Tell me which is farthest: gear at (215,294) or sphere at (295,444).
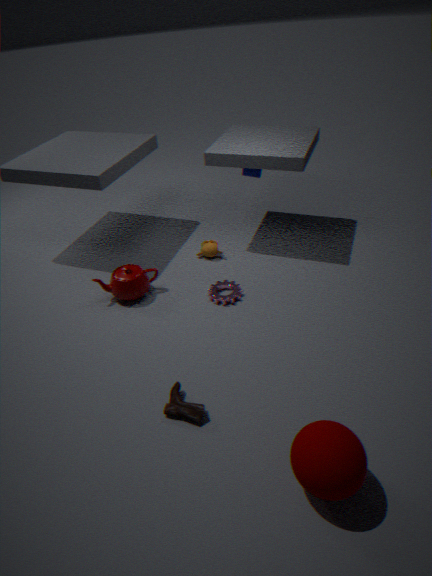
gear at (215,294)
